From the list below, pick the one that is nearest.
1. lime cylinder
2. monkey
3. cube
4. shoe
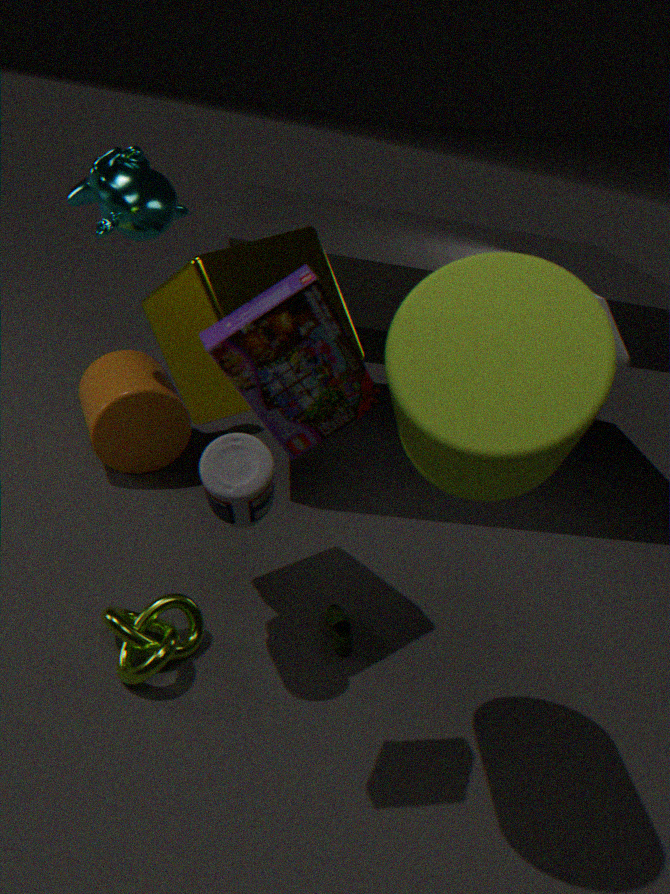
lime cylinder
